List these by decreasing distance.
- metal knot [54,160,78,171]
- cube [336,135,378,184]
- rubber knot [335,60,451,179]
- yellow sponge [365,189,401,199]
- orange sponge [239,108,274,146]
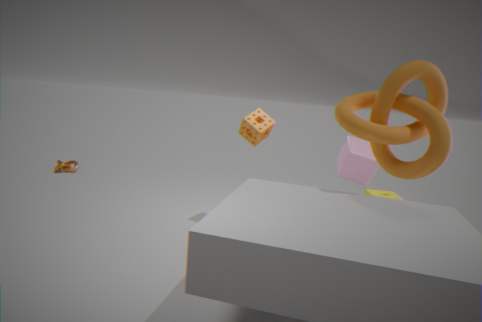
metal knot [54,160,78,171] < orange sponge [239,108,274,146] < yellow sponge [365,189,401,199] < cube [336,135,378,184] < rubber knot [335,60,451,179]
